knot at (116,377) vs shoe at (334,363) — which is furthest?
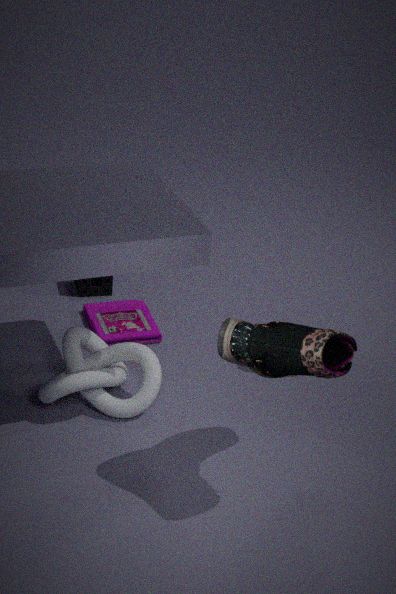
knot at (116,377)
